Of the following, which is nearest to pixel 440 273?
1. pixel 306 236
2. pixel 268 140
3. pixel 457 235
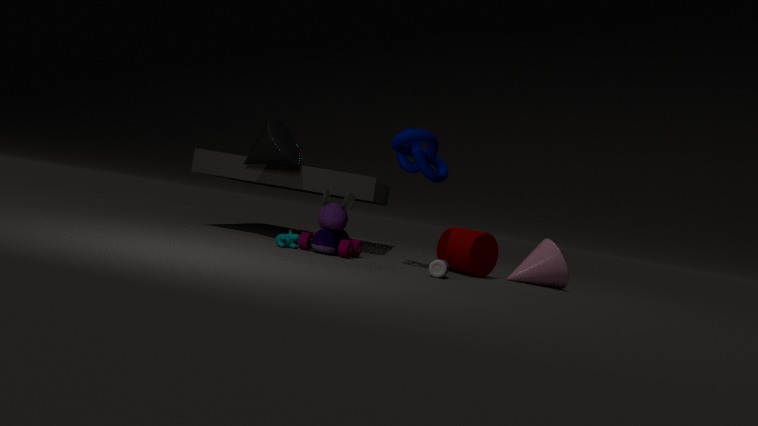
pixel 457 235
